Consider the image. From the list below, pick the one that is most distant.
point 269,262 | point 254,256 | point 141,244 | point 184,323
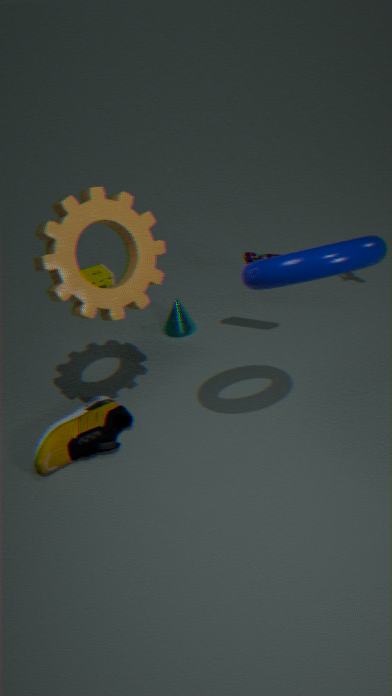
point 184,323
